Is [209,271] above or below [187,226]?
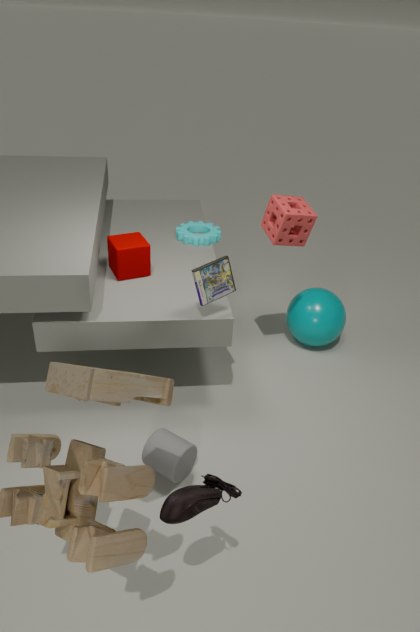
above
